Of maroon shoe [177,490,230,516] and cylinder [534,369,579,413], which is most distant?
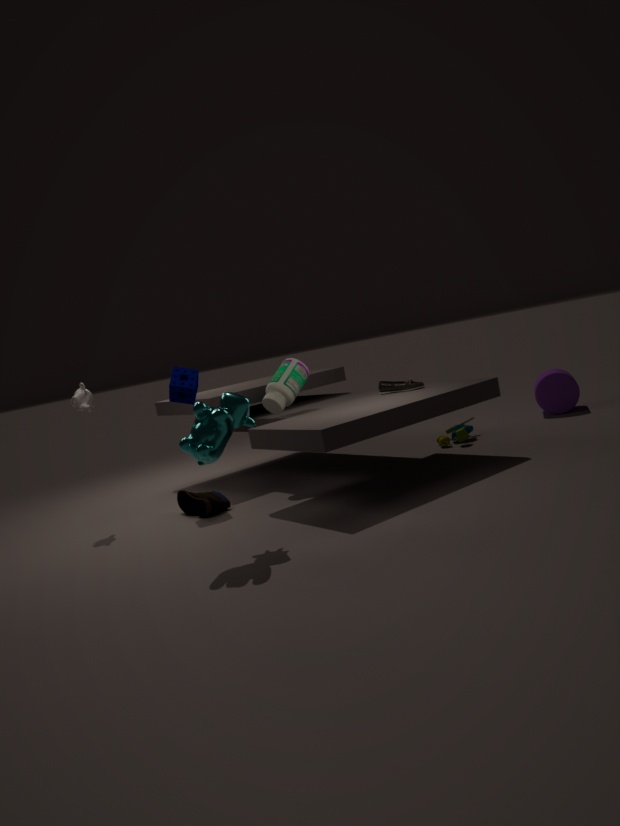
cylinder [534,369,579,413]
